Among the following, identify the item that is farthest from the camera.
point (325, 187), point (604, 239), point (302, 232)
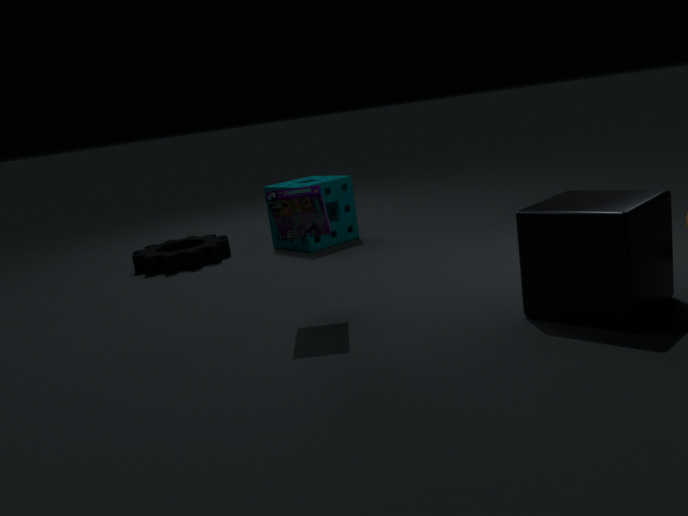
point (325, 187)
